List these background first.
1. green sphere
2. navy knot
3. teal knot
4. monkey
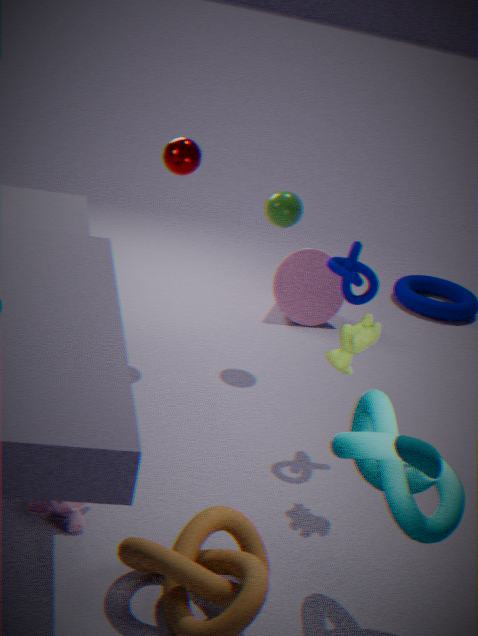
1. green sphere
2. navy knot
3. monkey
4. teal knot
